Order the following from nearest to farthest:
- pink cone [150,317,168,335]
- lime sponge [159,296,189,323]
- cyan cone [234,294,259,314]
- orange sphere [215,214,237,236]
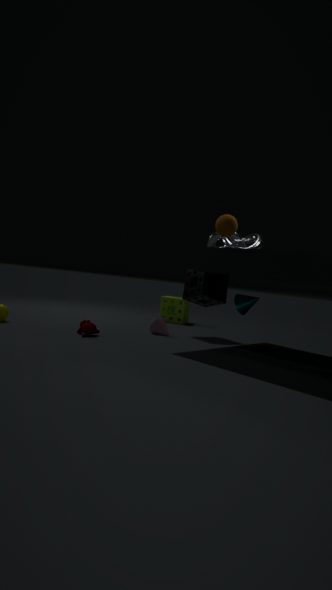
orange sphere [215,214,237,236] → cyan cone [234,294,259,314] → pink cone [150,317,168,335] → lime sponge [159,296,189,323]
